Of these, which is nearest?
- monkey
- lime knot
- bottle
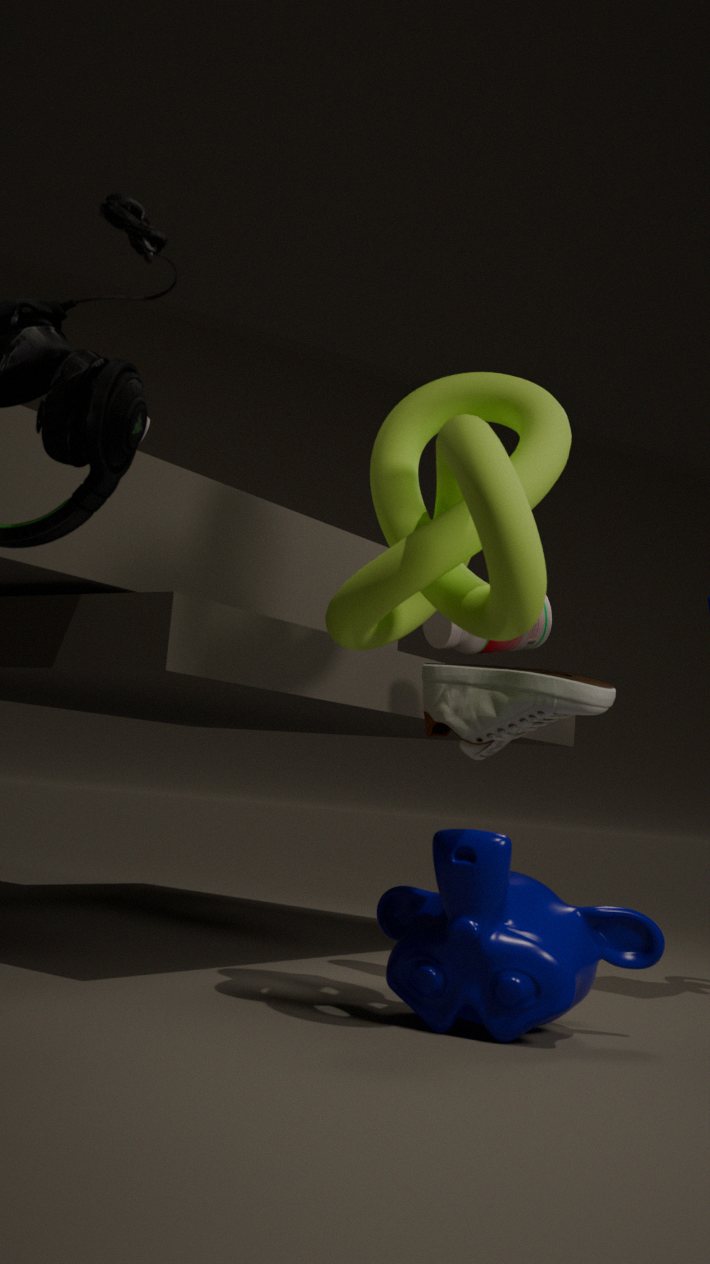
lime knot
